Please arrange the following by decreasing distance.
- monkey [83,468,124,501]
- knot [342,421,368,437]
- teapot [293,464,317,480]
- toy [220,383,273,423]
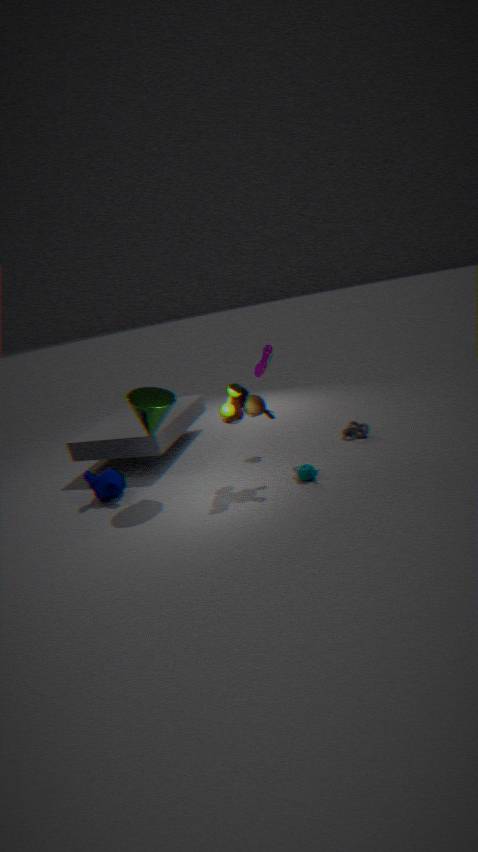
knot [342,421,368,437] < monkey [83,468,124,501] < teapot [293,464,317,480] < toy [220,383,273,423]
